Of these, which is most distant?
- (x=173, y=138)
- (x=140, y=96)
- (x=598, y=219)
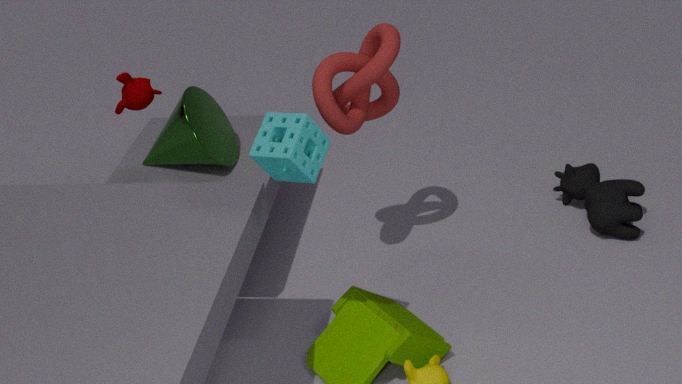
(x=173, y=138)
